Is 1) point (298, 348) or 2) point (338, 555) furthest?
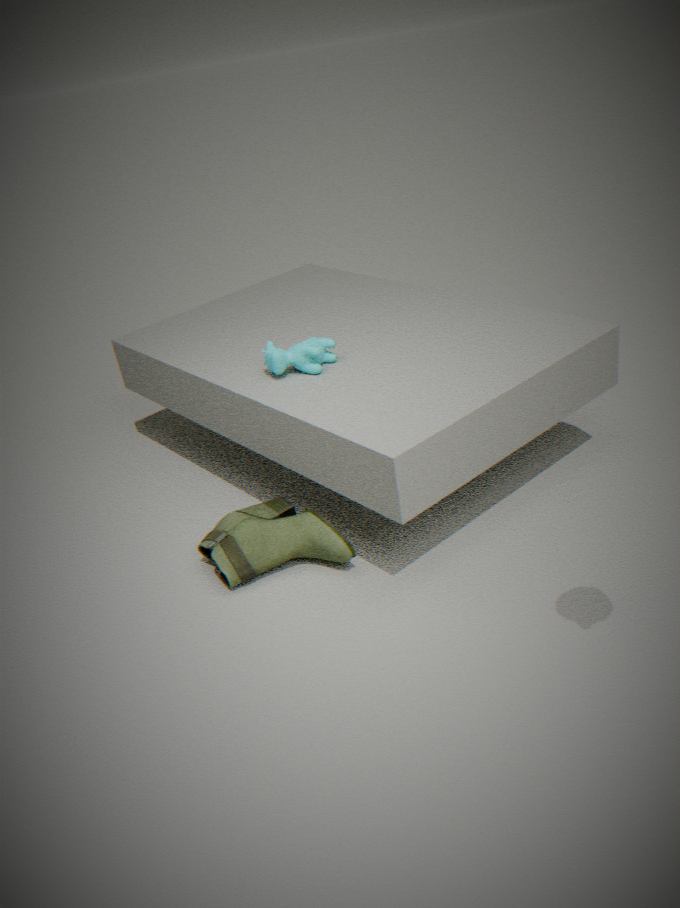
1. point (298, 348)
